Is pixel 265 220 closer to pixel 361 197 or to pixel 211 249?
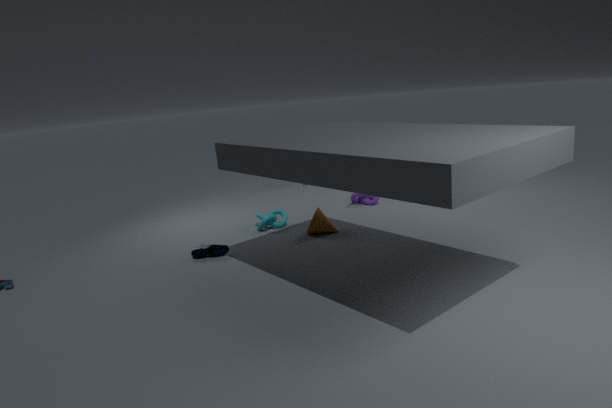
pixel 211 249
